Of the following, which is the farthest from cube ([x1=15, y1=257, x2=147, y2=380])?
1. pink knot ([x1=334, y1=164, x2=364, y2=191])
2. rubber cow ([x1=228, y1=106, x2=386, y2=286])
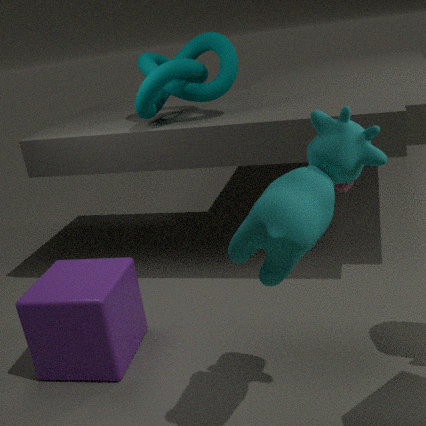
pink knot ([x1=334, y1=164, x2=364, y2=191])
